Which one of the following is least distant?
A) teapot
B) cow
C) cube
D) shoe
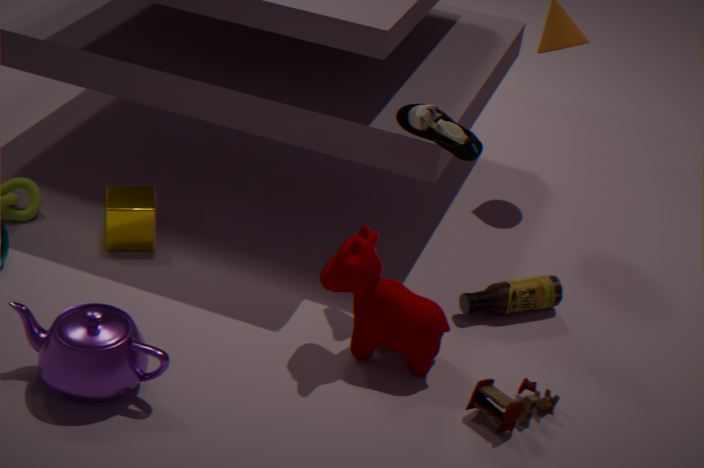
teapot
